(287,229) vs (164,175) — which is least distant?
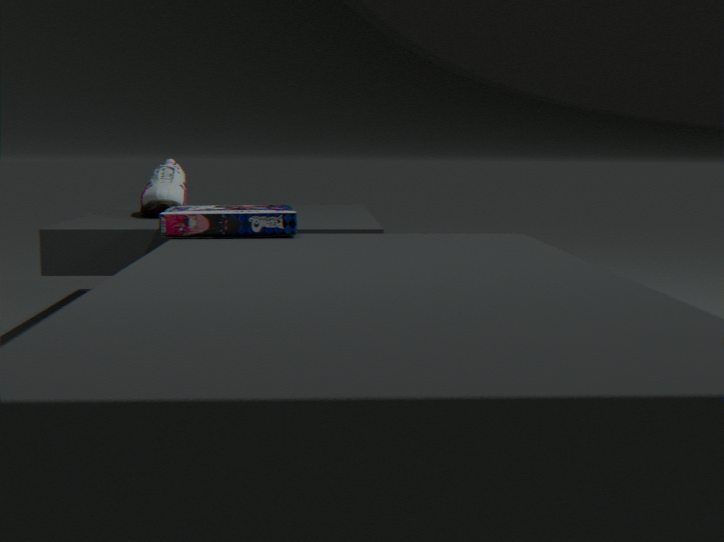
(287,229)
